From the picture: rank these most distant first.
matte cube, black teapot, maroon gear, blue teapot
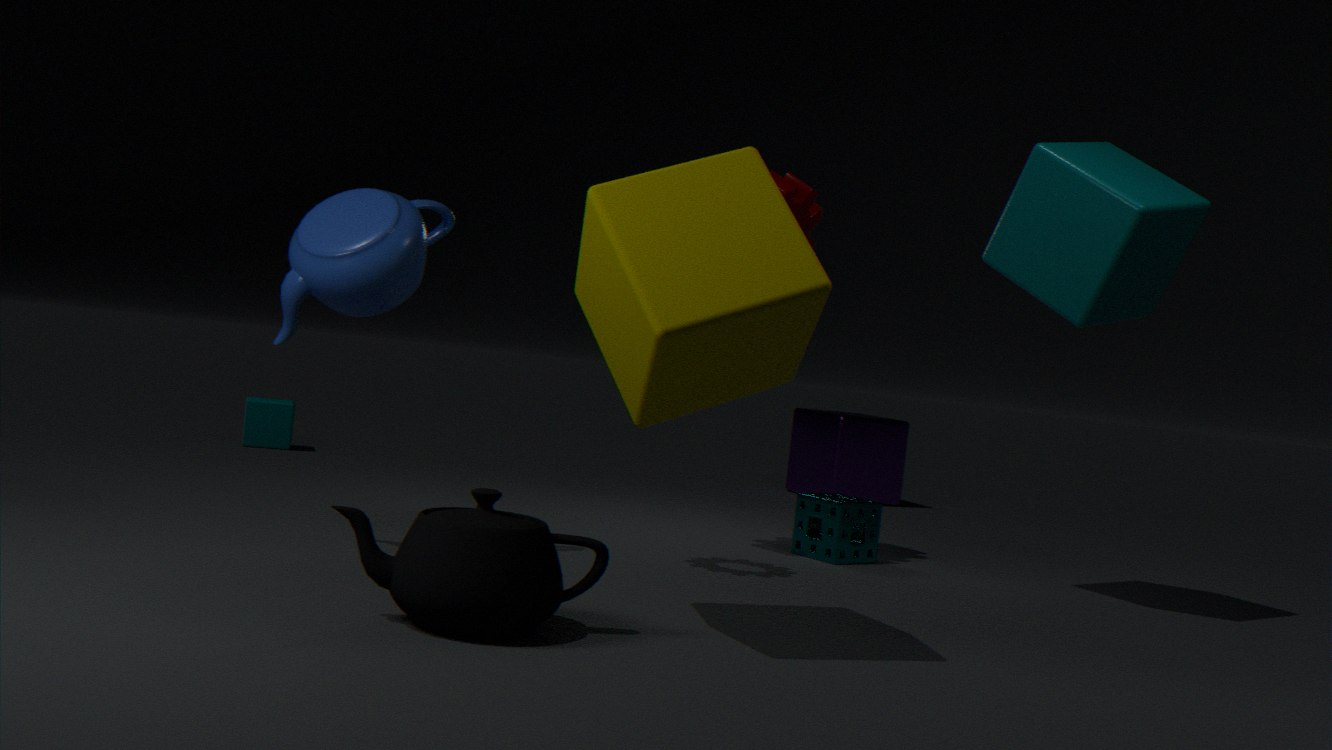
matte cube < maroon gear < blue teapot < black teapot
